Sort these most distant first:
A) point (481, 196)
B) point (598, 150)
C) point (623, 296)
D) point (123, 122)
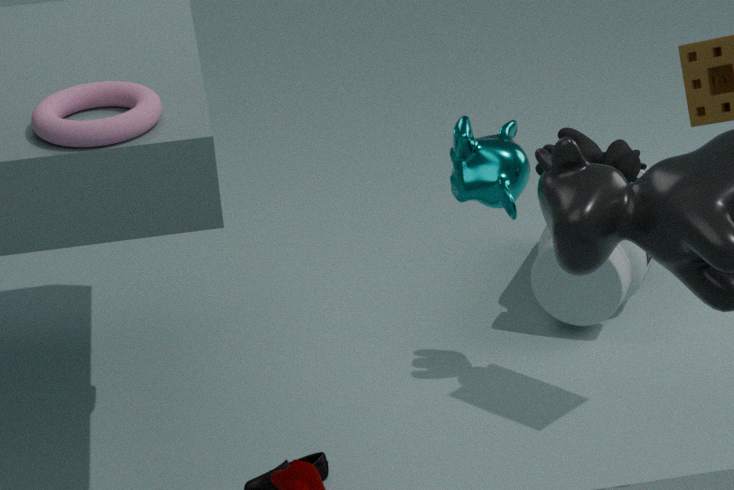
point (623, 296) → point (598, 150) → point (123, 122) → point (481, 196)
